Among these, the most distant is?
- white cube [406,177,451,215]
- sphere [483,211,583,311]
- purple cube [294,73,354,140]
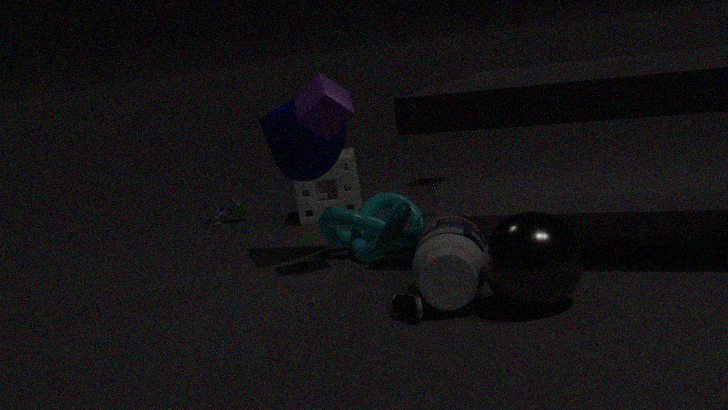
white cube [406,177,451,215]
